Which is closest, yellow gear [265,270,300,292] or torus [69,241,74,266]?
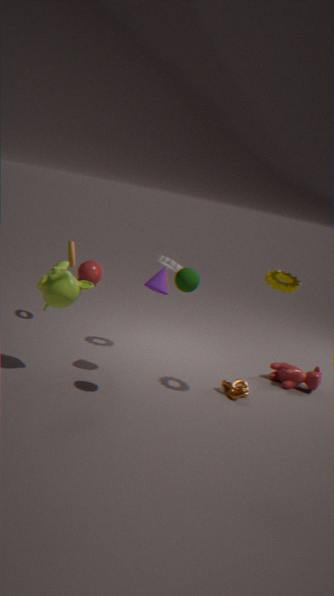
yellow gear [265,270,300,292]
